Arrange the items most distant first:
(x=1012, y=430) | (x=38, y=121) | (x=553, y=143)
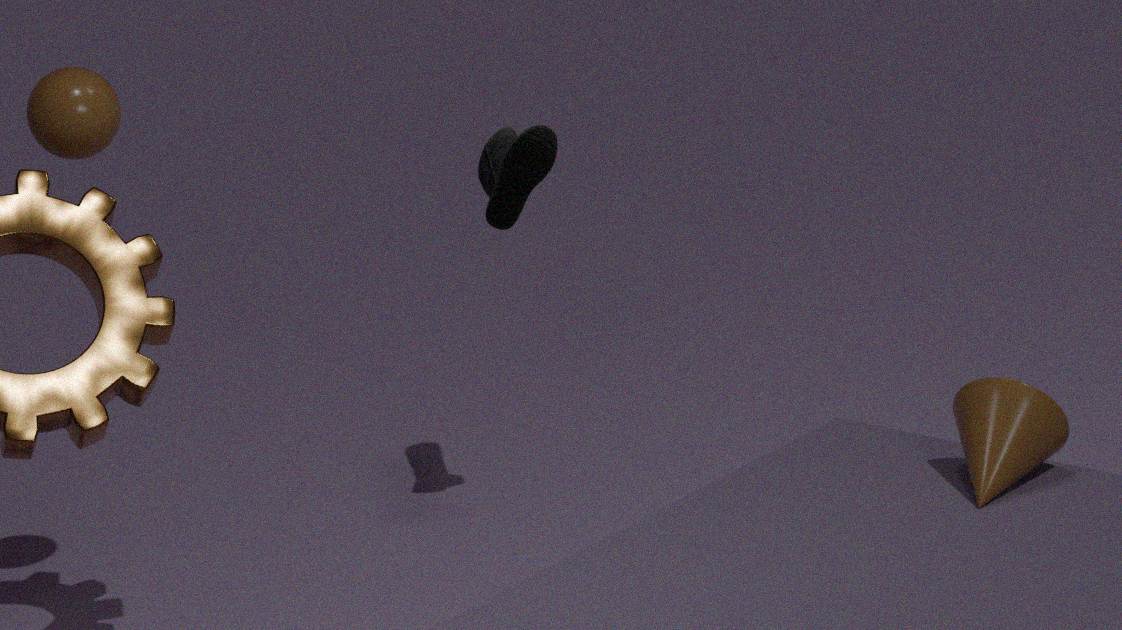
1. (x=553, y=143)
2. (x=38, y=121)
3. (x=1012, y=430)
